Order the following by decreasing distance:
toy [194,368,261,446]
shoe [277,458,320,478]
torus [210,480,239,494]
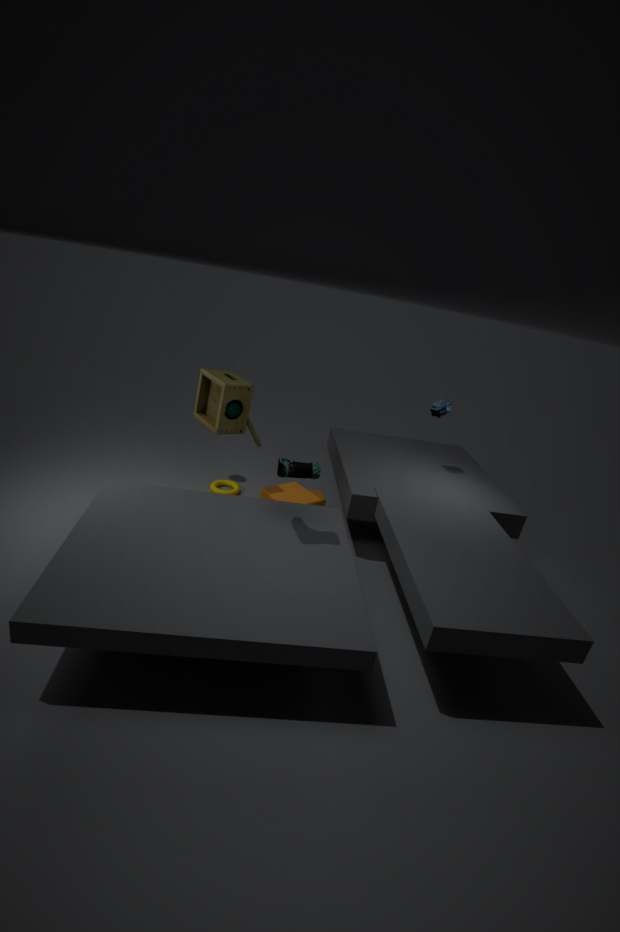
1. torus [210,480,239,494]
2. toy [194,368,261,446]
3. shoe [277,458,320,478]
